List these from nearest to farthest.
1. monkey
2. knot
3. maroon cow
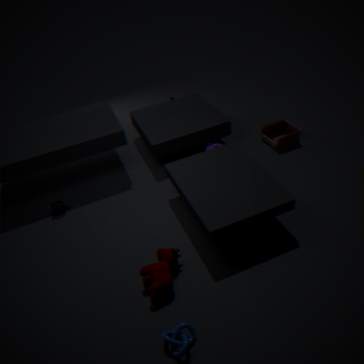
knot → maroon cow → monkey
